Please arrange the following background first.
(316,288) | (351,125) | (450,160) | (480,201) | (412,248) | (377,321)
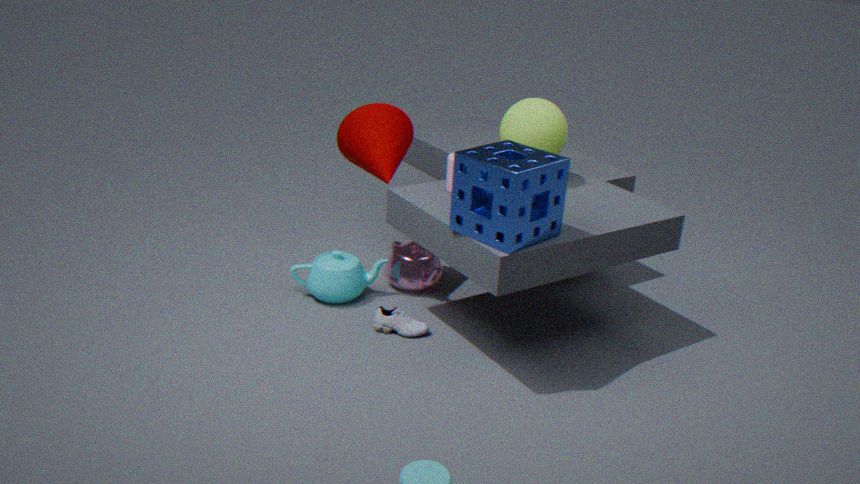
(412,248)
(316,288)
(351,125)
(377,321)
(450,160)
(480,201)
